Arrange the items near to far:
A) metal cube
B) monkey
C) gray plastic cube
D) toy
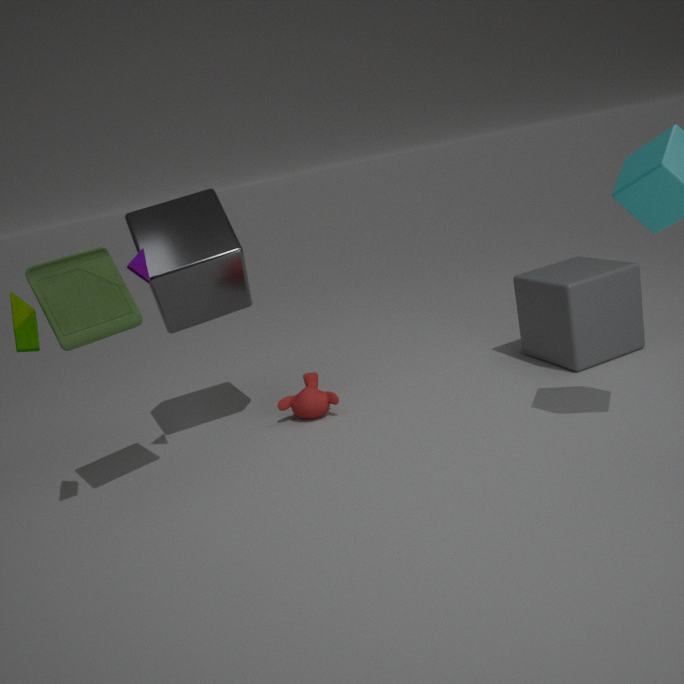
1. toy
2. metal cube
3. gray plastic cube
4. monkey
